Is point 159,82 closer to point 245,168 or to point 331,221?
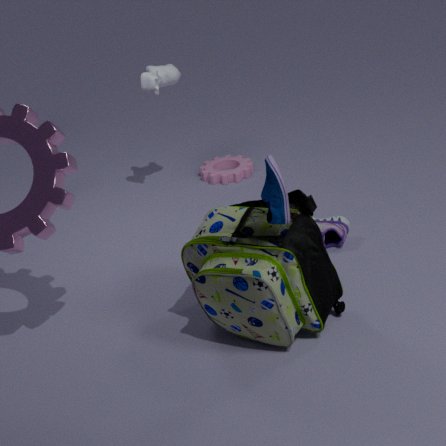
point 245,168
